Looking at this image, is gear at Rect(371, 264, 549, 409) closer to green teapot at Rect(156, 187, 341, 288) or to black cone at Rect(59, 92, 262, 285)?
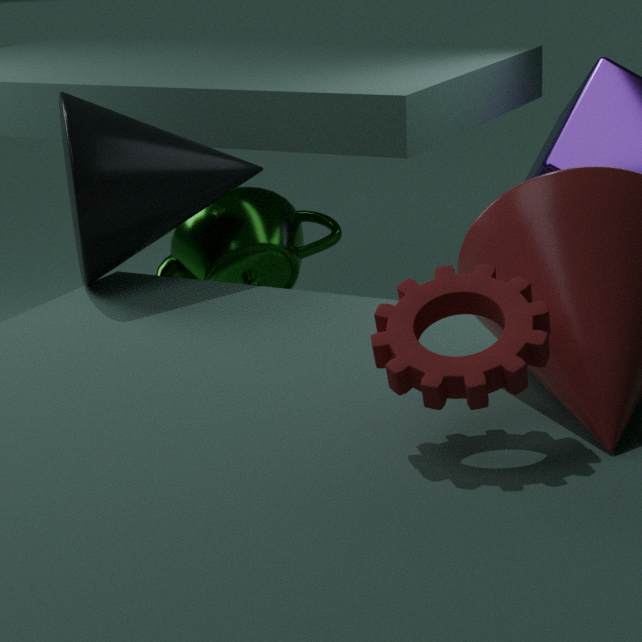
black cone at Rect(59, 92, 262, 285)
